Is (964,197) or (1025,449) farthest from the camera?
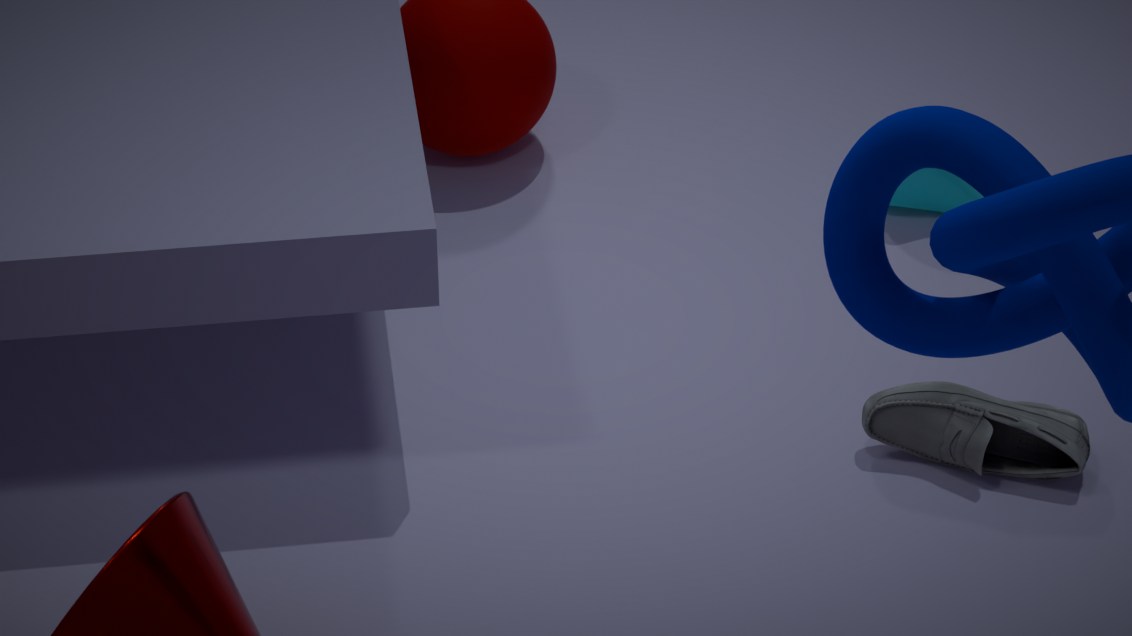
(964,197)
